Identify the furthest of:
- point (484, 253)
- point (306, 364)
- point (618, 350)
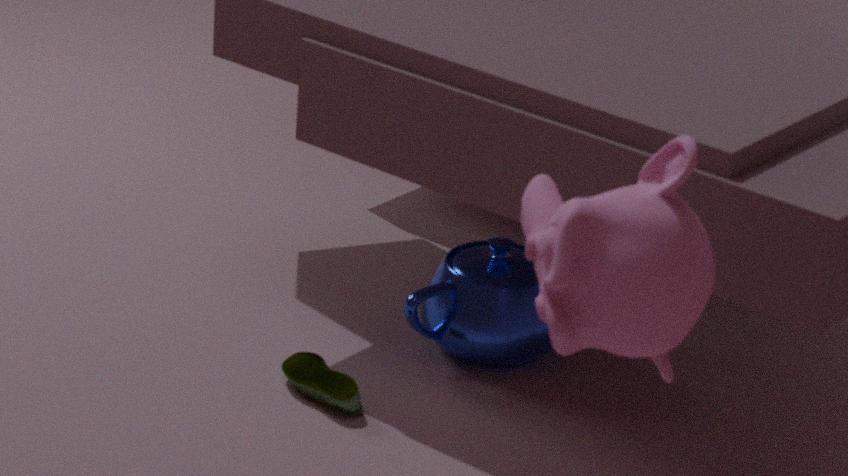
point (484, 253)
